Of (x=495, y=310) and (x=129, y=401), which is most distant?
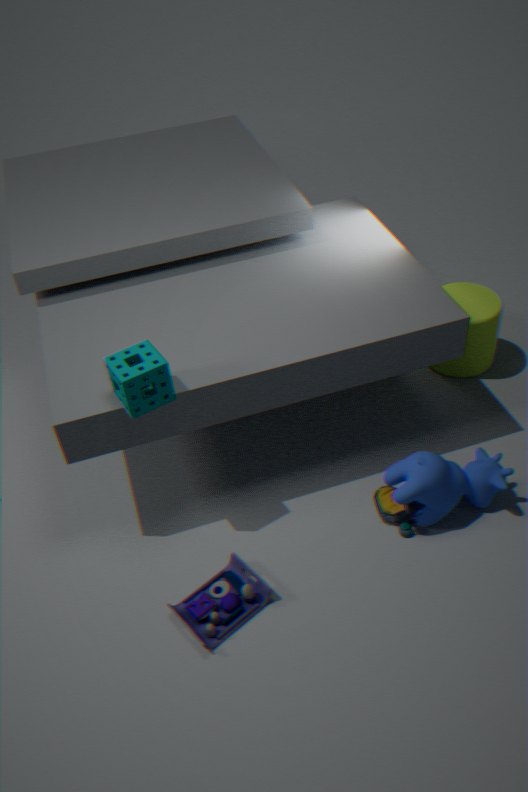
(x=495, y=310)
